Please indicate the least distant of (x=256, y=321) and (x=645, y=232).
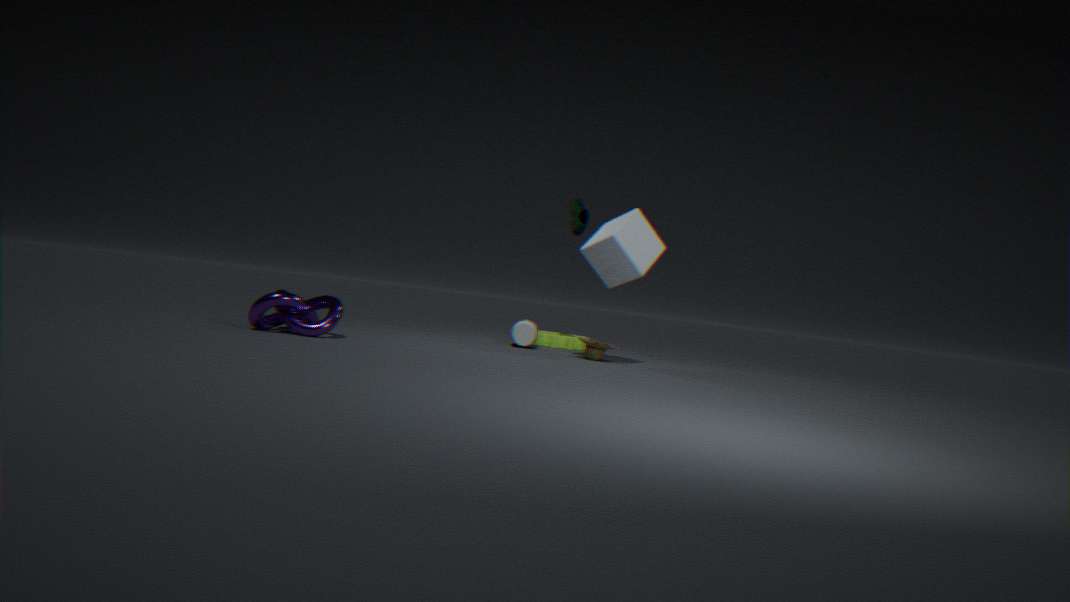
(x=256, y=321)
